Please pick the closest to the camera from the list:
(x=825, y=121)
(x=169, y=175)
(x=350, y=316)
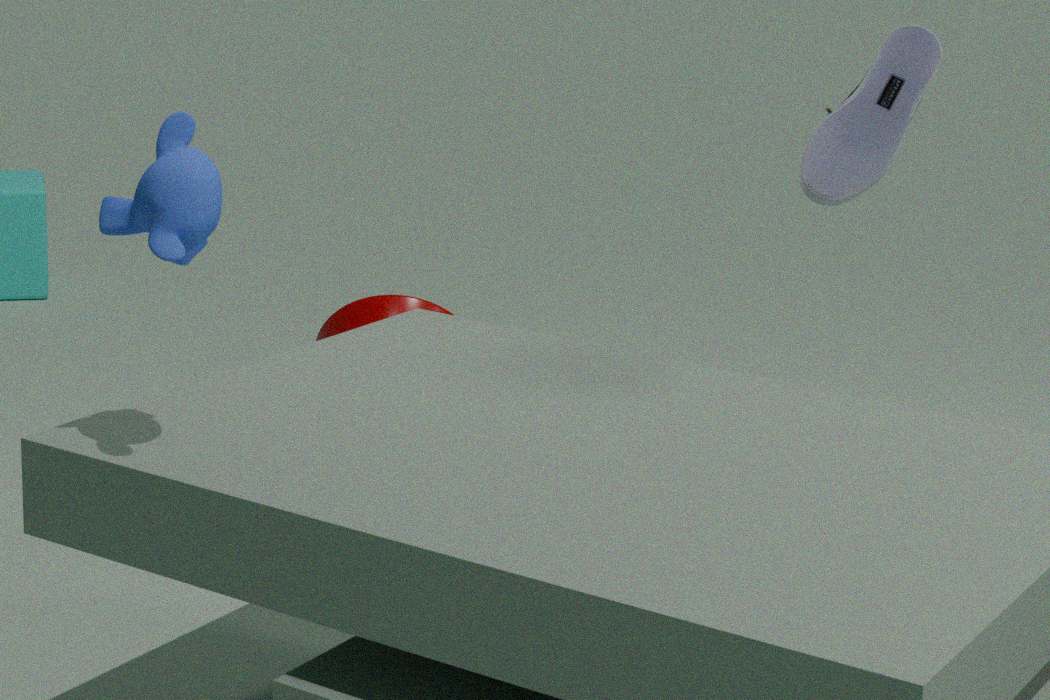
(x=169, y=175)
